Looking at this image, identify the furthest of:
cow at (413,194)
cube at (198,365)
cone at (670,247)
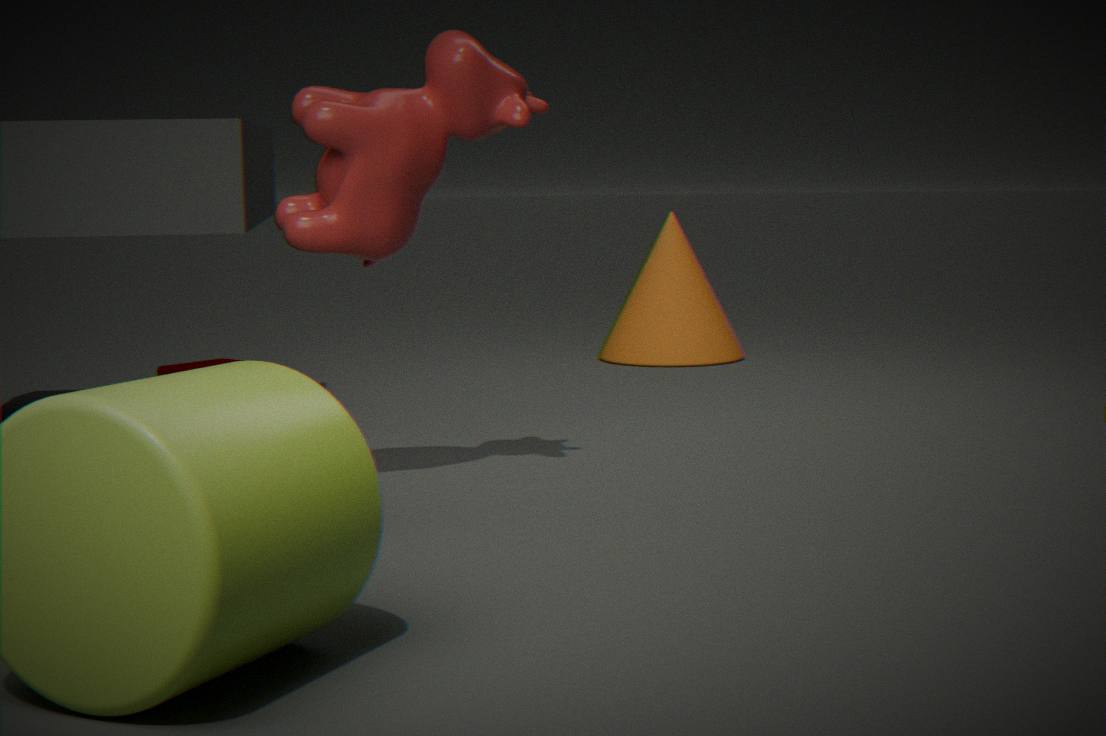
cone at (670,247)
